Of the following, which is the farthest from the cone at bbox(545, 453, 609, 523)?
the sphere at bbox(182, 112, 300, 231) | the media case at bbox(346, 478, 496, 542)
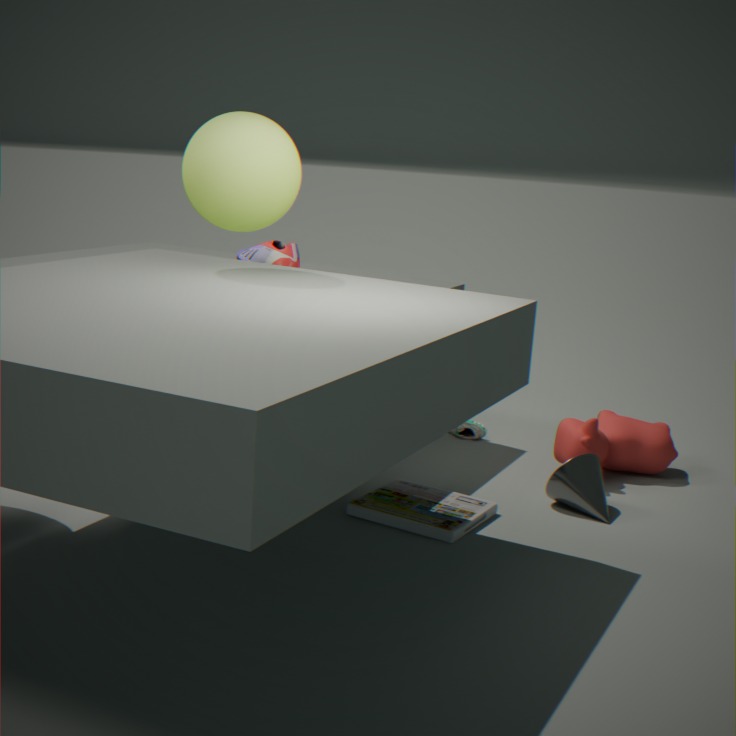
the sphere at bbox(182, 112, 300, 231)
